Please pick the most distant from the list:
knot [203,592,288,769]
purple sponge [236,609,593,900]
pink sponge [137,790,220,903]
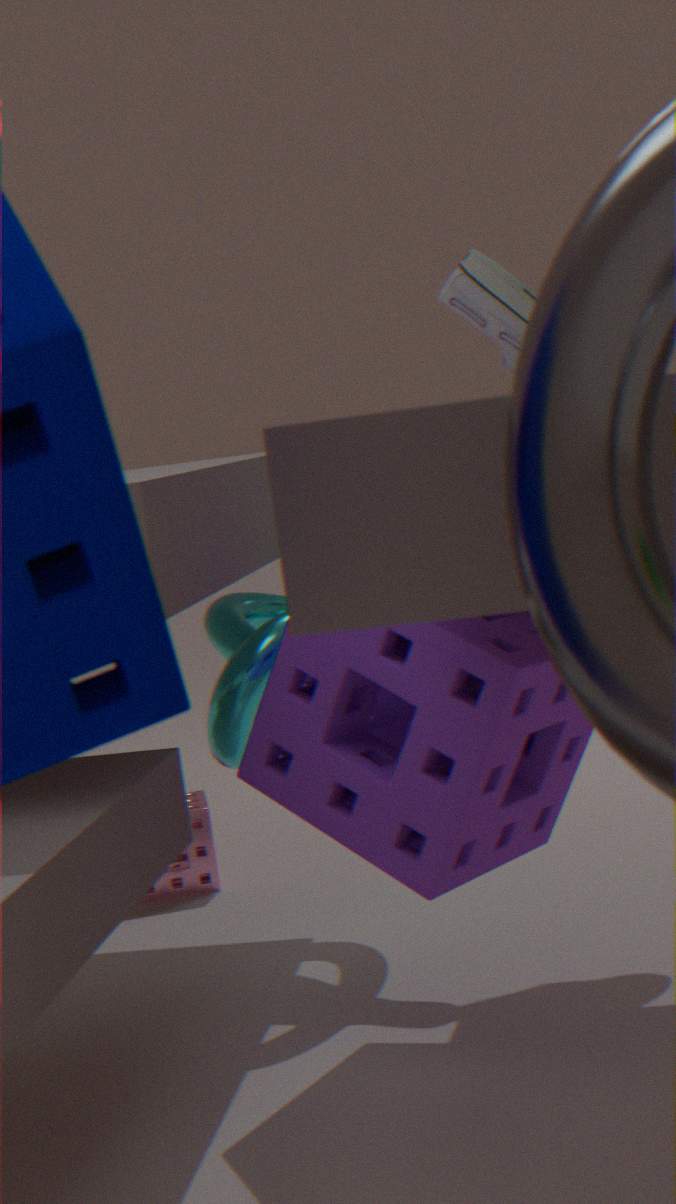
pink sponge [137,790,220,903]
